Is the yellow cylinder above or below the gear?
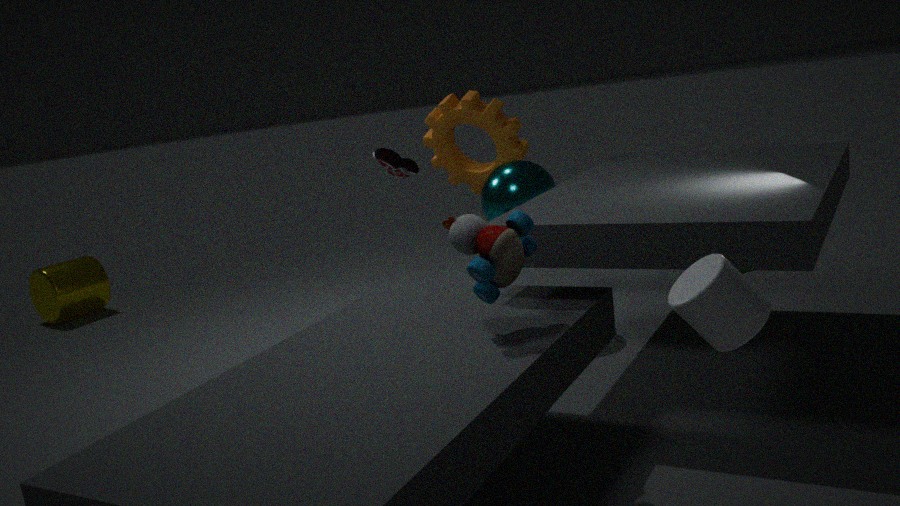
below
